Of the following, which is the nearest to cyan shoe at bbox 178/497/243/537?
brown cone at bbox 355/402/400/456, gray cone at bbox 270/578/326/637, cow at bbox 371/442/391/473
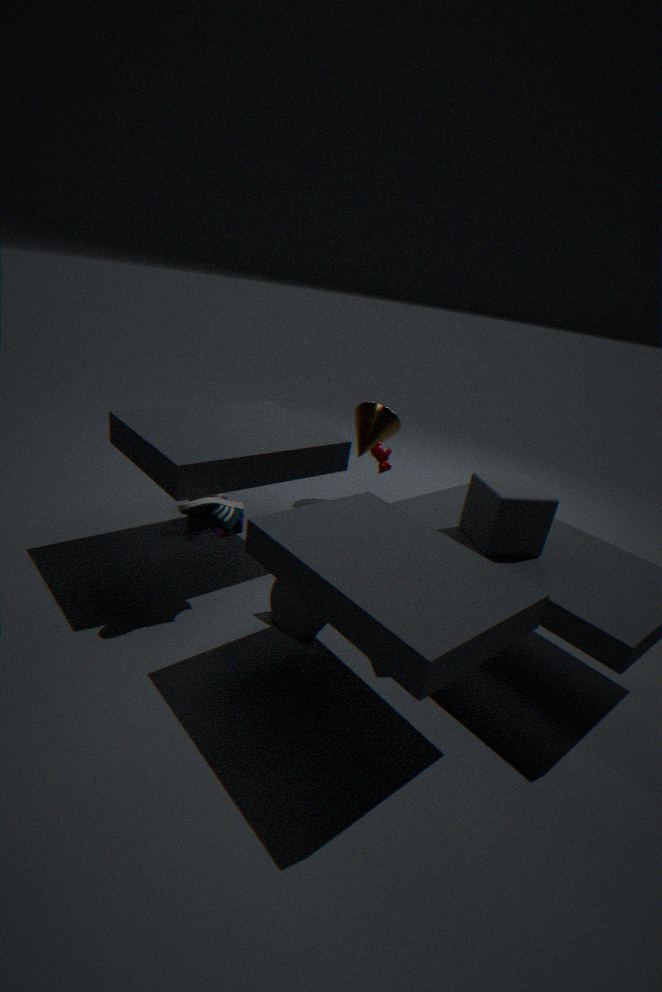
gray cone at bbox 270/578/326/637
